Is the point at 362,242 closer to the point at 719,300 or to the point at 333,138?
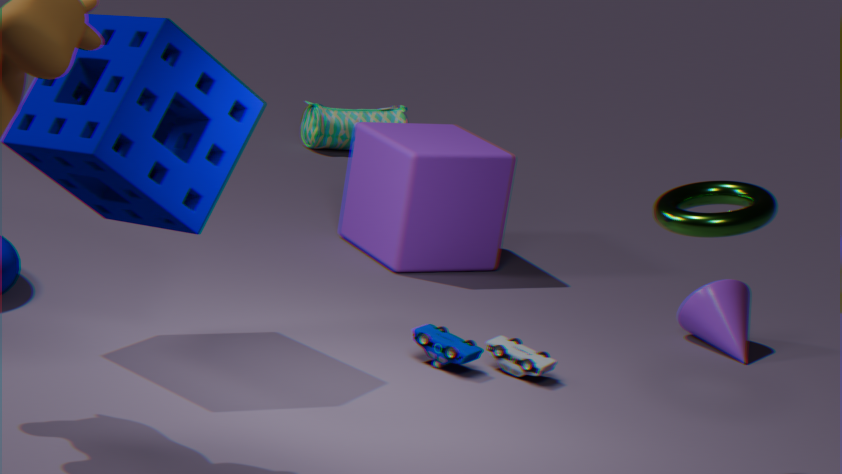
the point at 719,300
